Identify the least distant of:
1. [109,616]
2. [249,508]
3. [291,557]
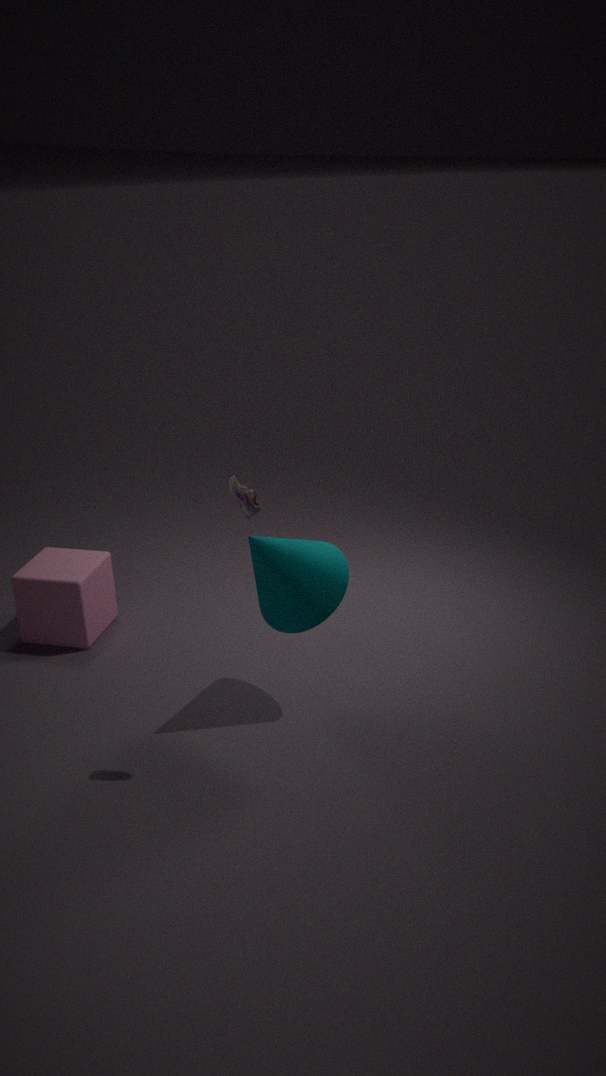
[249,508]
